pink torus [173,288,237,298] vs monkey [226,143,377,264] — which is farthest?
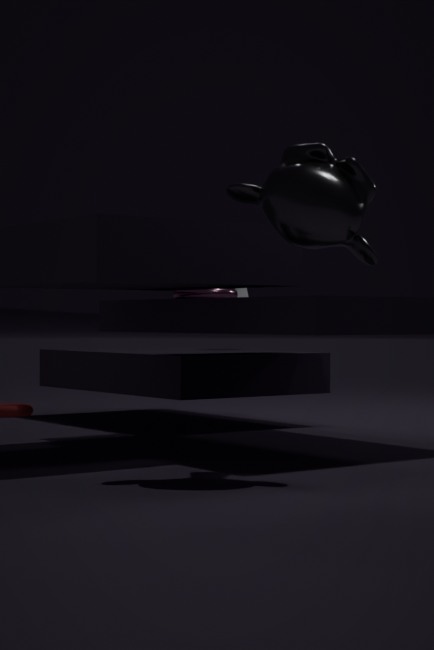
pink torus [173,288,237,298]
